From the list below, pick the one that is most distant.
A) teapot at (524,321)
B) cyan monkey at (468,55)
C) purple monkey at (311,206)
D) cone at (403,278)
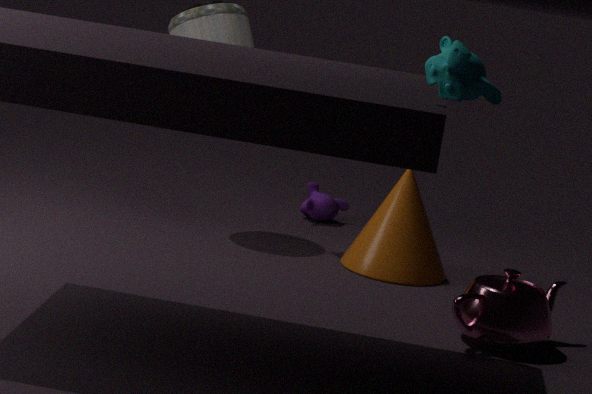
purple monkey at (311,206)
